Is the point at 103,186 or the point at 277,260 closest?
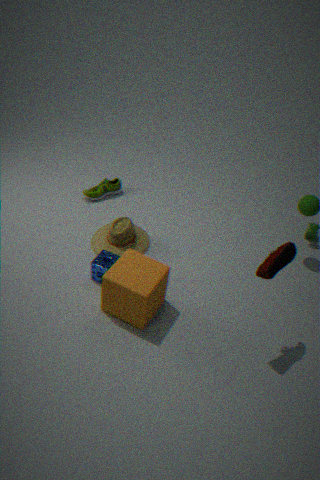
the point at 277,260
